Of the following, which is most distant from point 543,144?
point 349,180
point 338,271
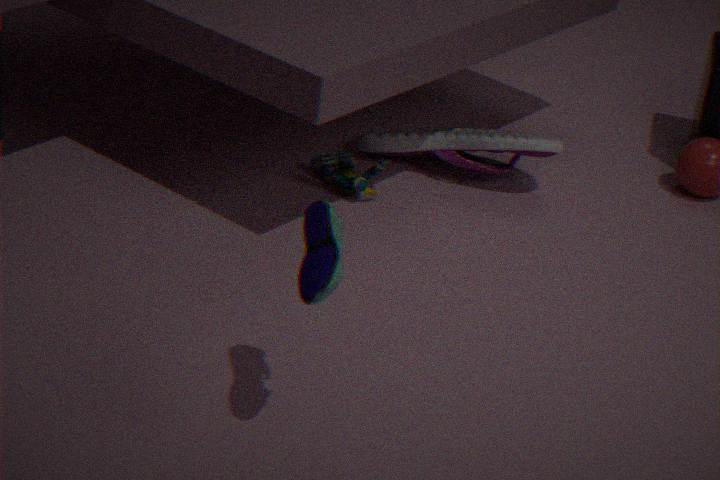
point 338,271
